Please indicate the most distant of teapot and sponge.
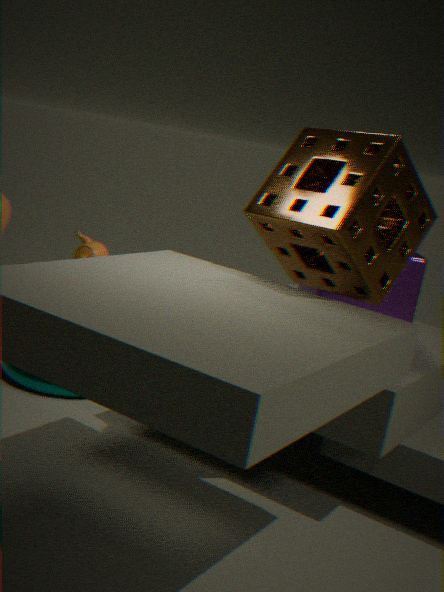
teapot
